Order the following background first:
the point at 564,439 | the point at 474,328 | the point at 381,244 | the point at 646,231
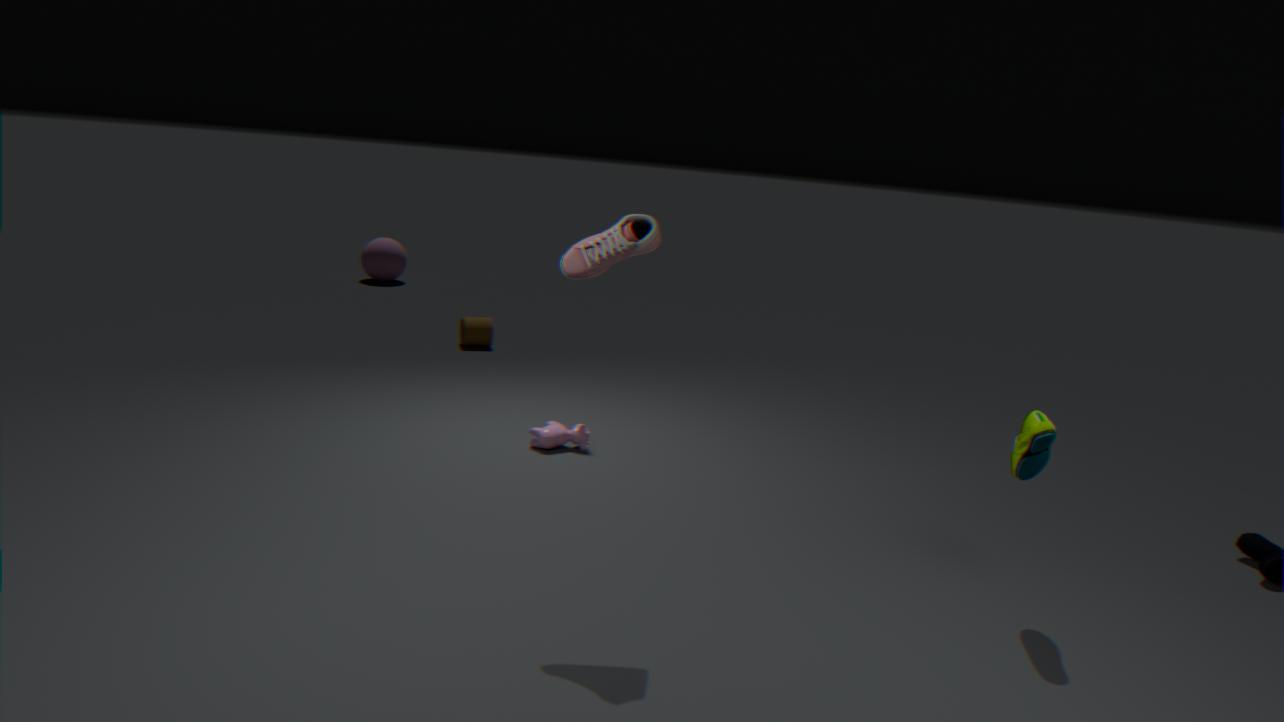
1. the point at 381,244
2. the point at 474,328
3. the point at 564,439
4. the point at 646,231
